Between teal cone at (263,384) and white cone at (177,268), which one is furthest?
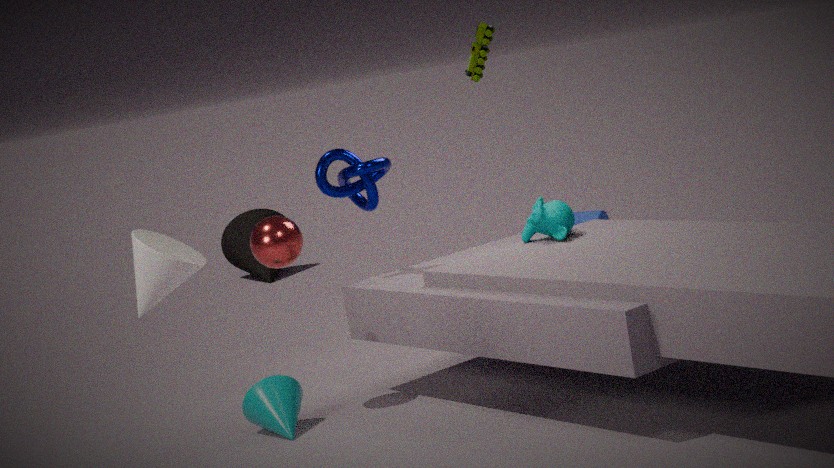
teal cone at (263,384)
